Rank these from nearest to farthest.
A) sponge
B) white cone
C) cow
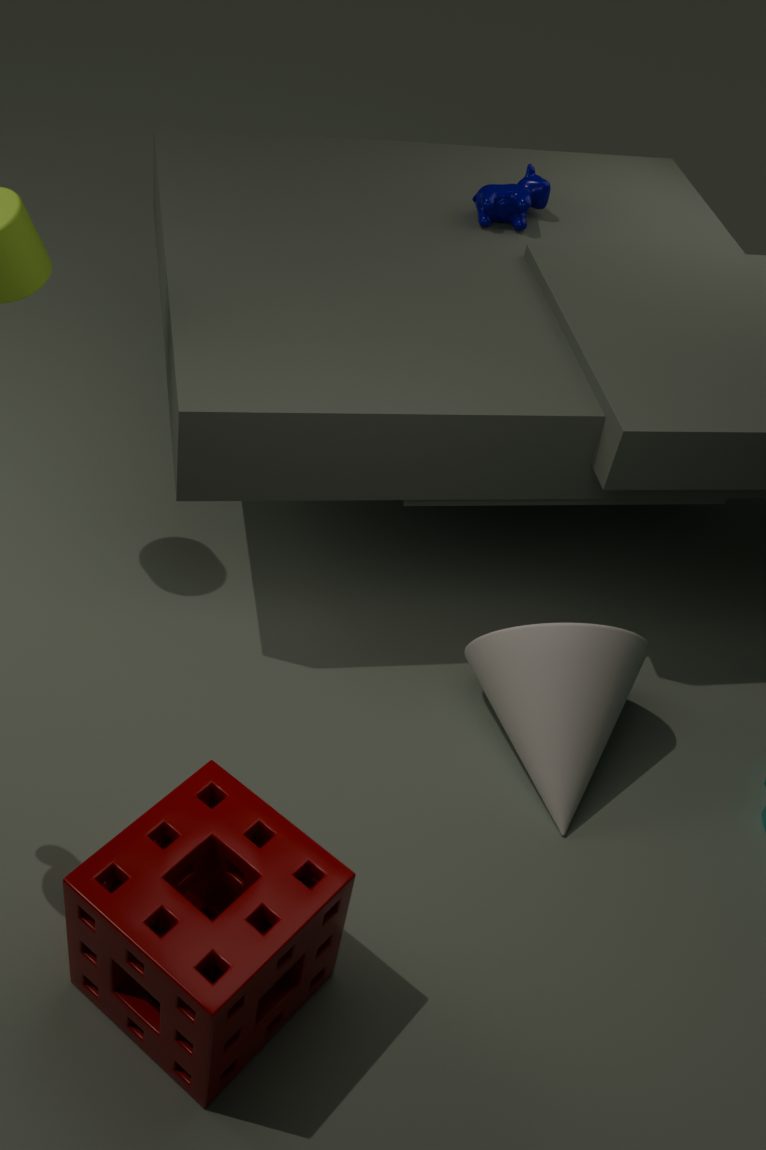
1. sponge
2. white cone
3. cow
